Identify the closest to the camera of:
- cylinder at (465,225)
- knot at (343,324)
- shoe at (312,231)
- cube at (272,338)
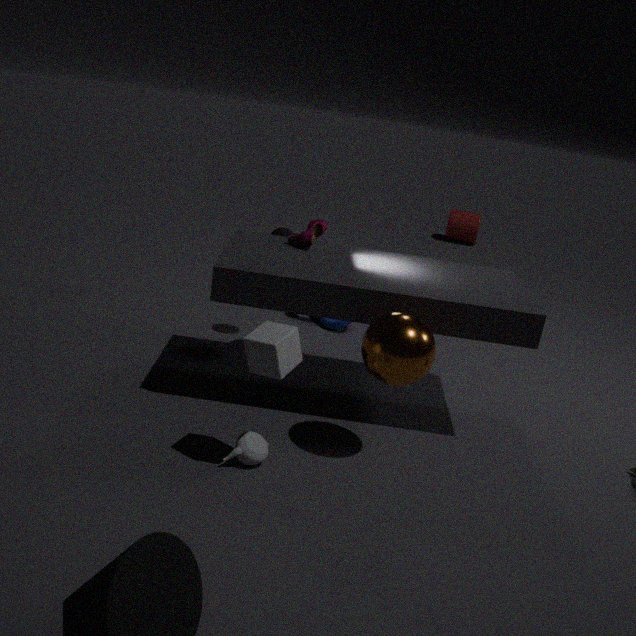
cube at (272,338)
